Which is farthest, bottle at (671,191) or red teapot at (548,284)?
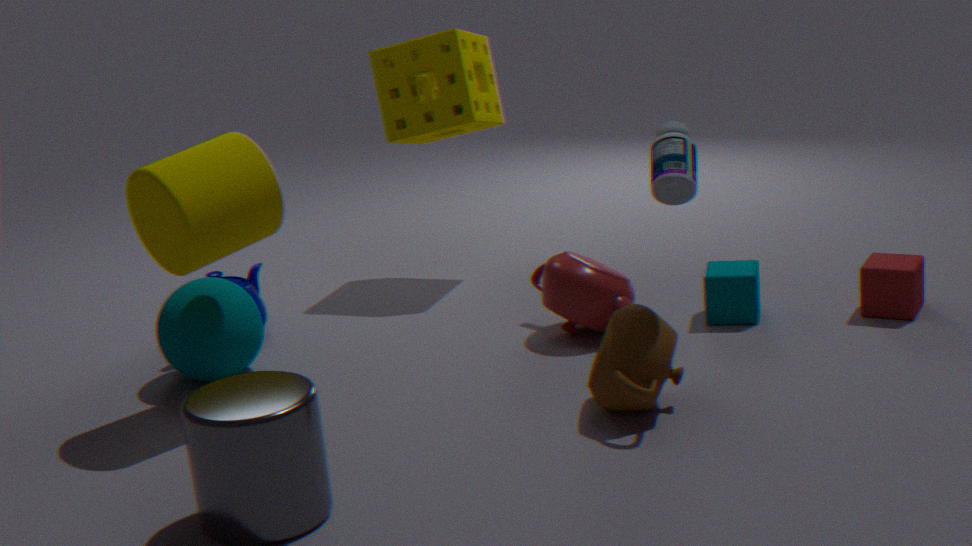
red teapot at (548,284)
